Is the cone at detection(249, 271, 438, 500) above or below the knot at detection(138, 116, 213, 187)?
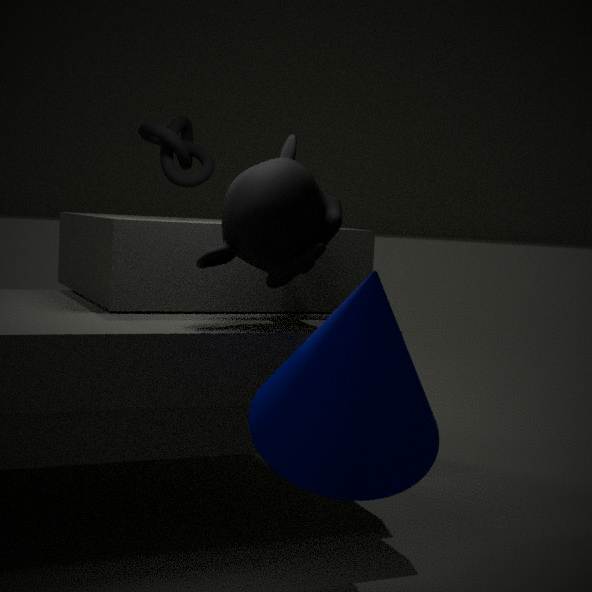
below
